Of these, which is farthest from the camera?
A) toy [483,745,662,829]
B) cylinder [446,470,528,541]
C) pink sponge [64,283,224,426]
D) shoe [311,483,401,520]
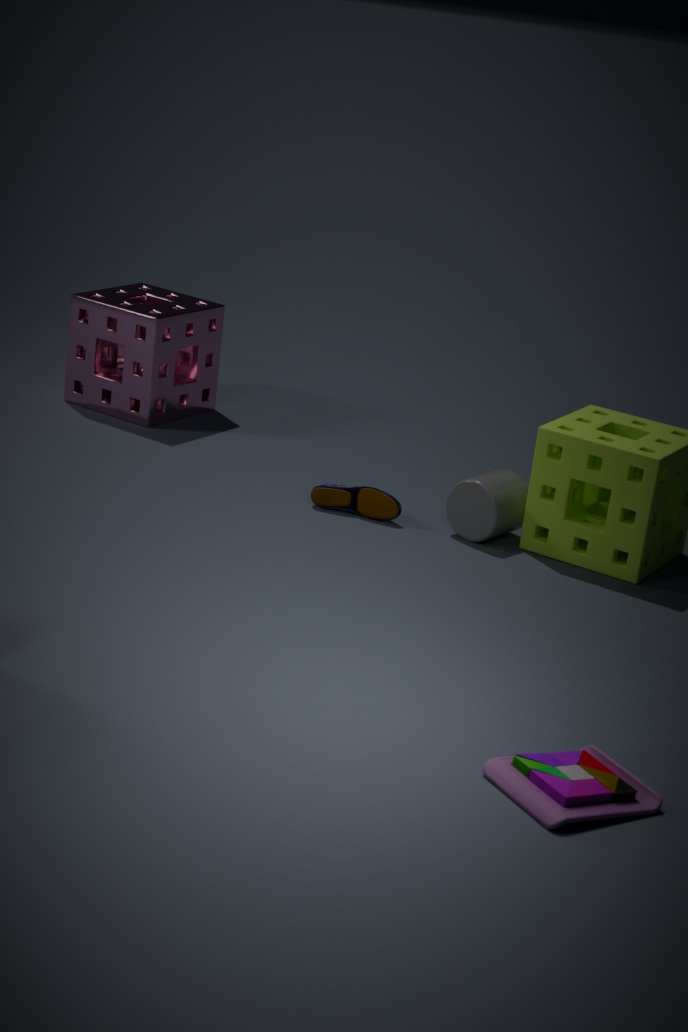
pink sponge [64,283,224,426]
